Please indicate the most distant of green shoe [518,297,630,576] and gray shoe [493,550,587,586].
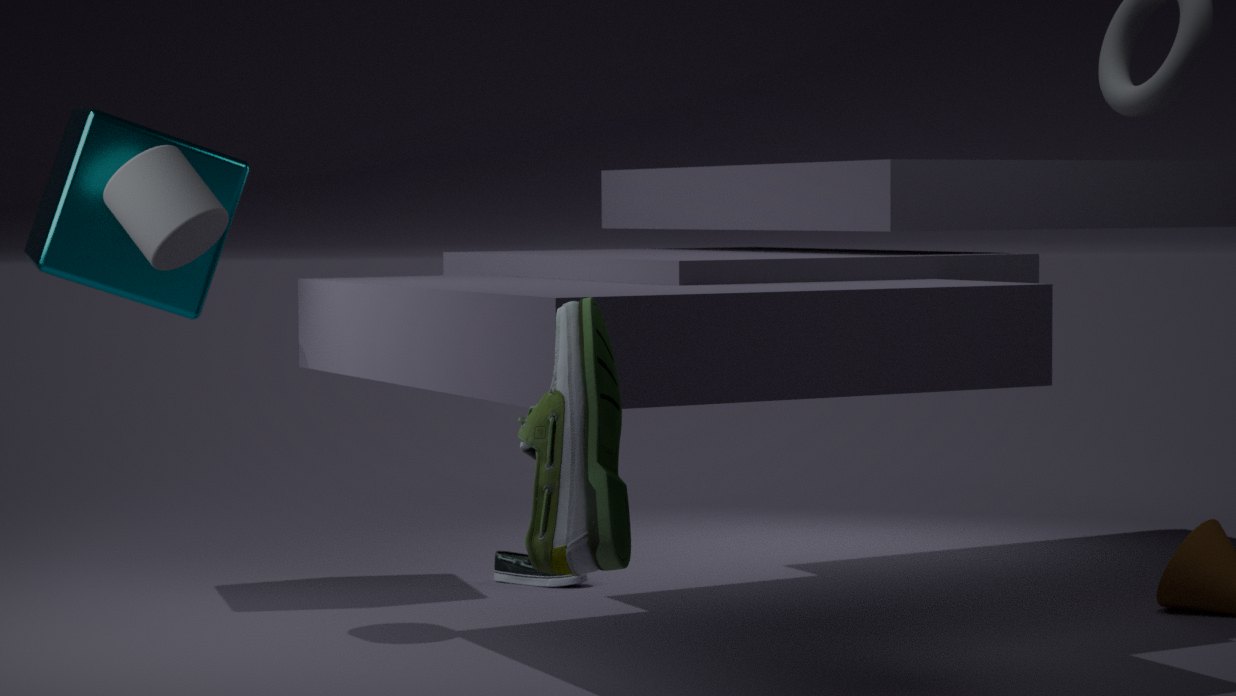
gray shoe [493,550,587,586]
